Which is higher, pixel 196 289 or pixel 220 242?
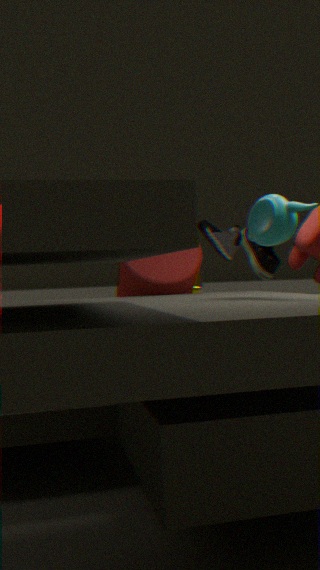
pixel 220 242
